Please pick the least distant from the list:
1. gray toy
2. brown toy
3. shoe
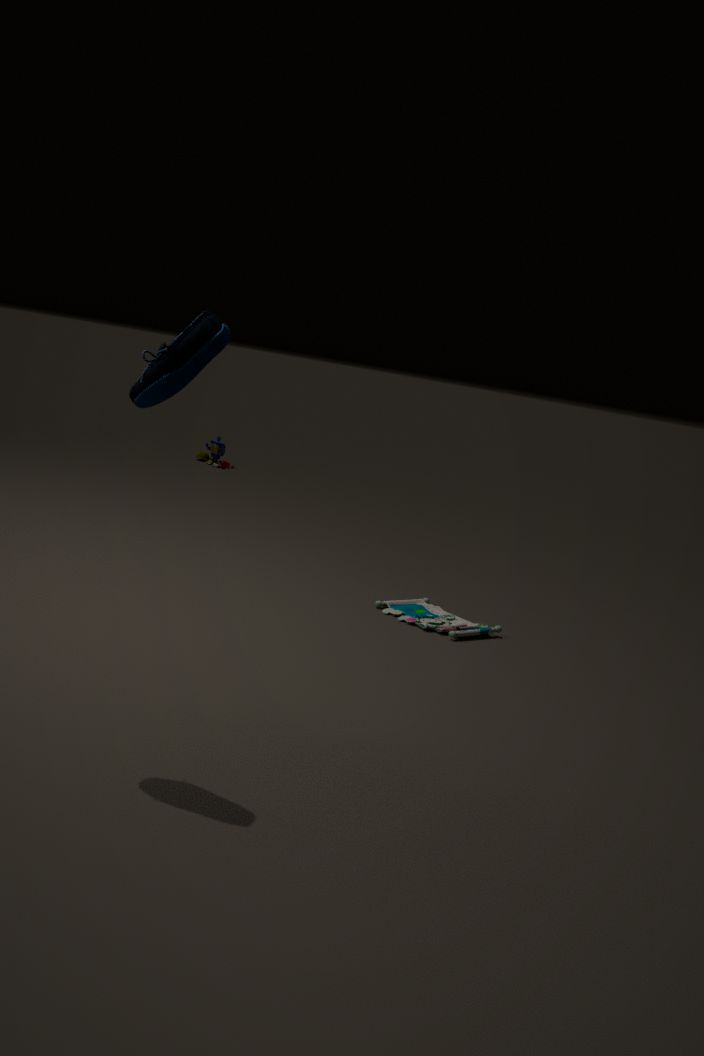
shoe
